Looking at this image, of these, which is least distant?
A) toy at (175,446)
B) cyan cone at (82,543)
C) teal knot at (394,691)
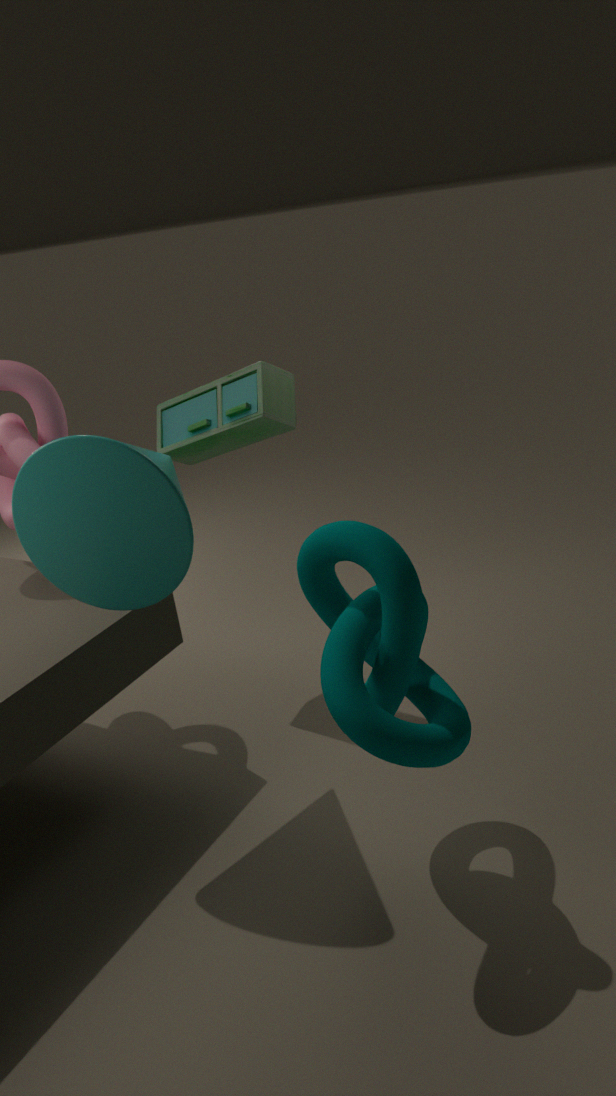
teal knot at (394,691)
